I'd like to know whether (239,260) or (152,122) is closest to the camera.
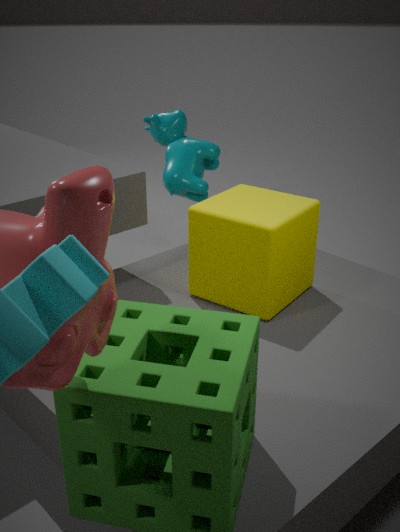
(239,260)
